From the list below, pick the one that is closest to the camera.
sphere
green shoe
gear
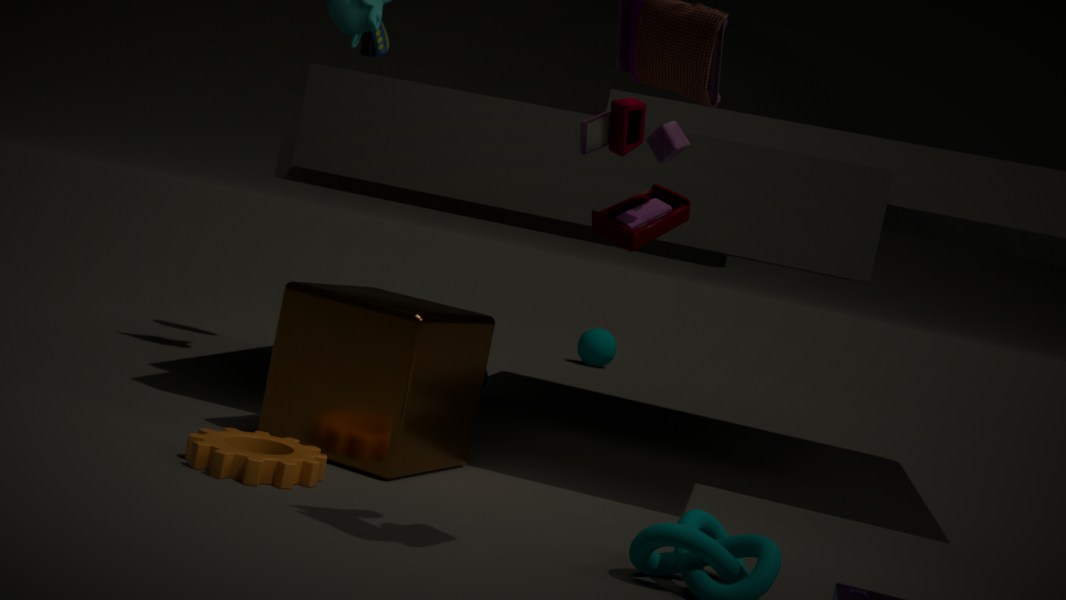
gear
